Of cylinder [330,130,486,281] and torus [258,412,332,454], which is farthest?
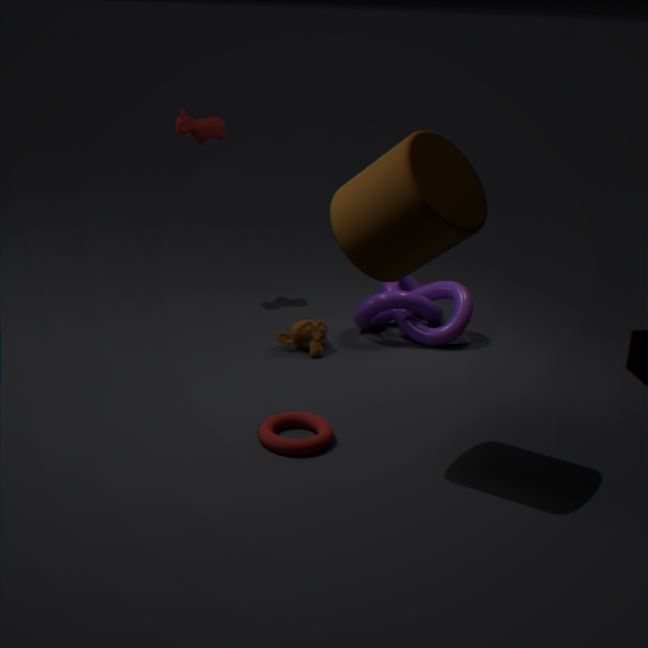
torus [258,412,332,454]
